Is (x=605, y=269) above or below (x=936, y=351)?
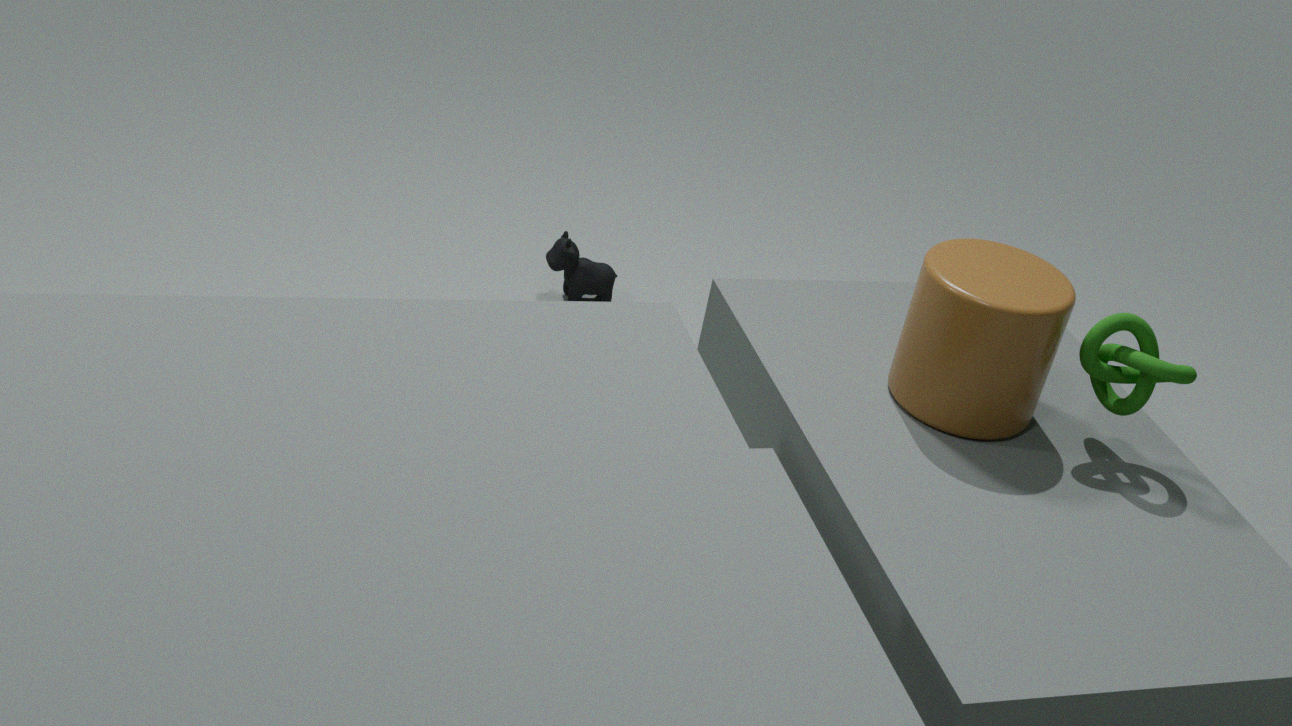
below
